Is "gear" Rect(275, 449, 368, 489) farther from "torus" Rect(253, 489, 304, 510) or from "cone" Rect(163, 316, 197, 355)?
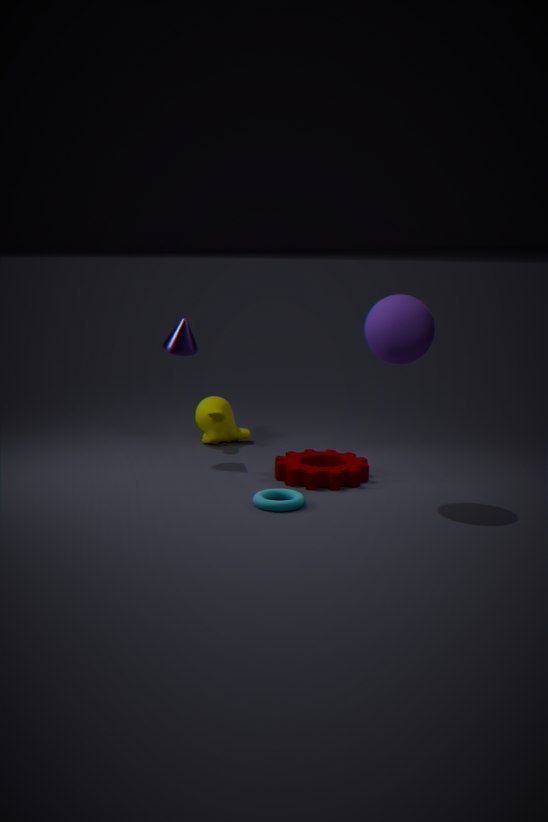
"cone" Rect(163, 316, 197, 355)
